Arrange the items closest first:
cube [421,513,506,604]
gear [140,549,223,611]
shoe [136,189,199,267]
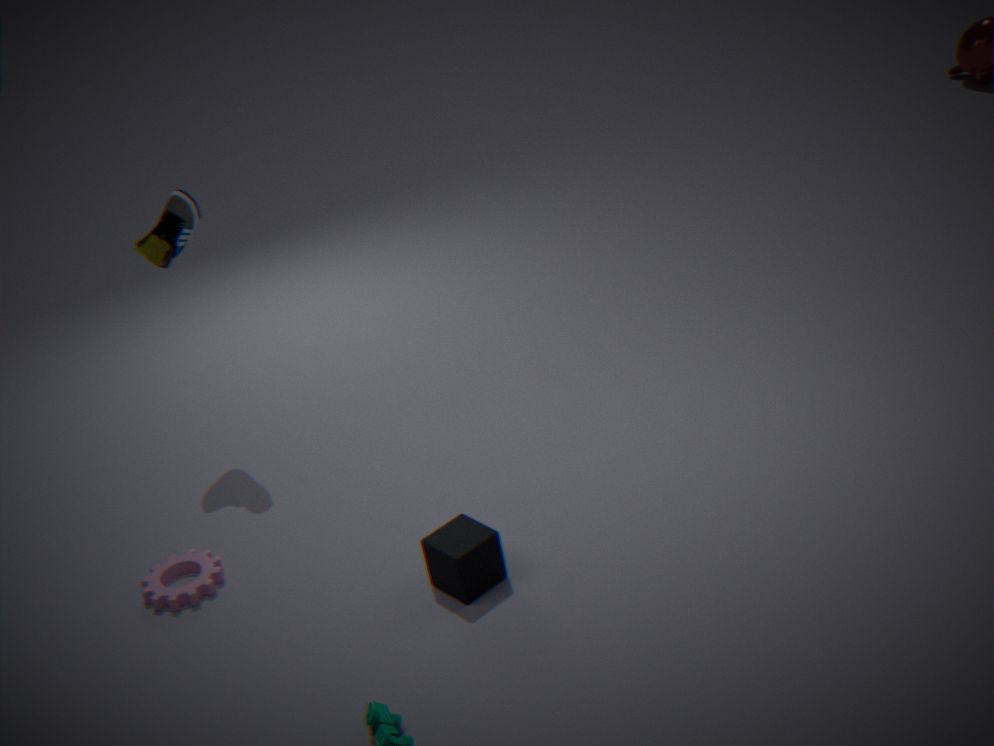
cube [421,513,506,604] < gear [140,549,223,611] < shoe [136,189,199,267]
